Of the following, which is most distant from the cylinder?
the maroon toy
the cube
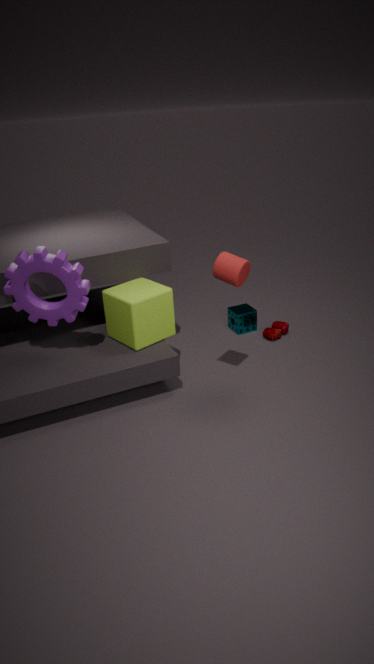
the maroon toy
